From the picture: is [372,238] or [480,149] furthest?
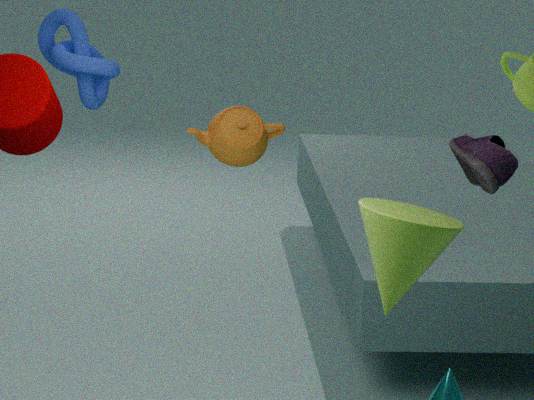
[480,149]
